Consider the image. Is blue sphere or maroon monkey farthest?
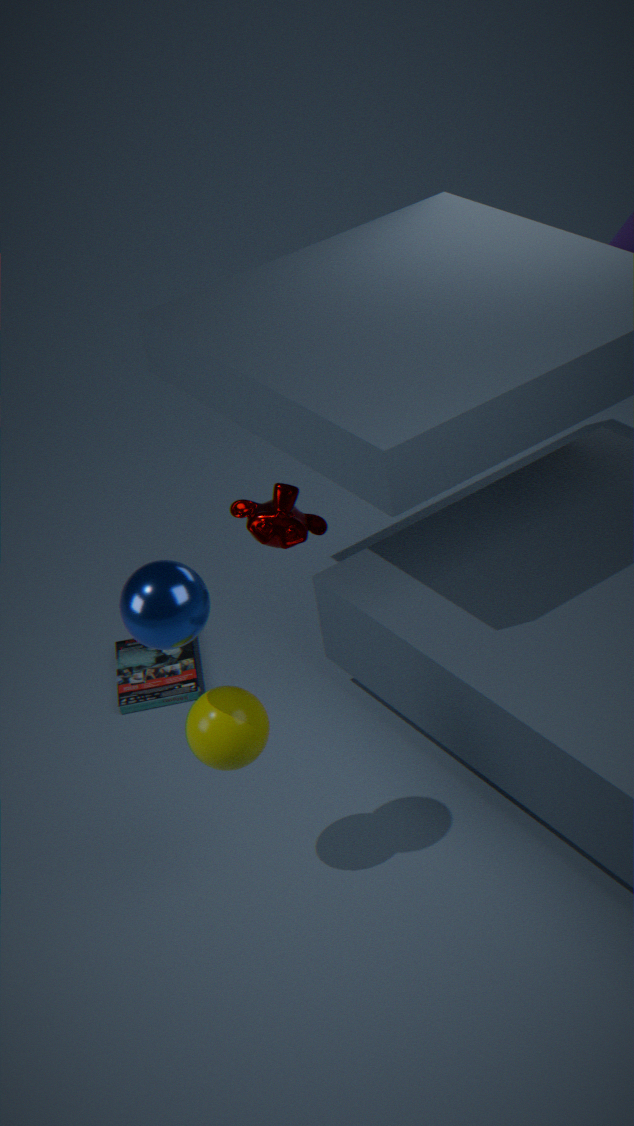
maroon monkey
